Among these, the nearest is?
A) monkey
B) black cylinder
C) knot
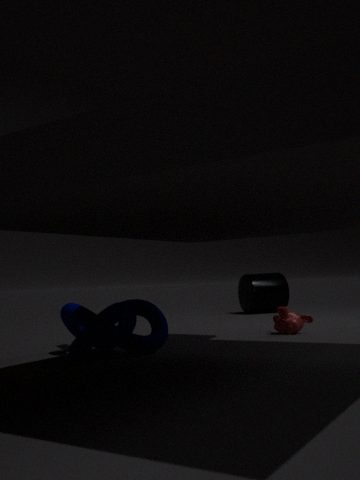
knot
